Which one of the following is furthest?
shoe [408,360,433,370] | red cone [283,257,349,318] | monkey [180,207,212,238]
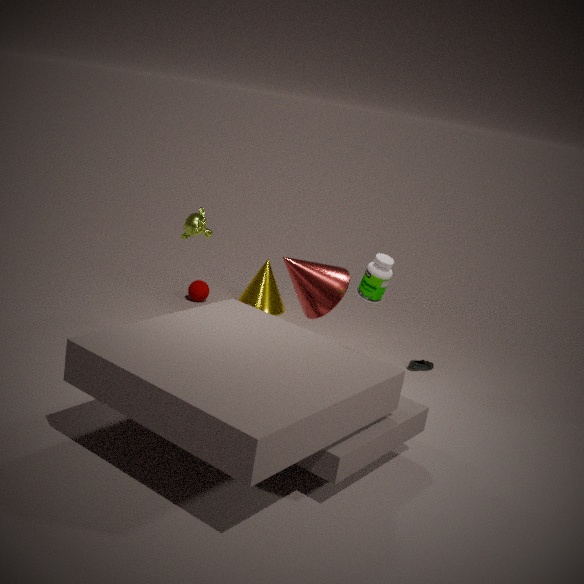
shoe [408,360,433,370]
